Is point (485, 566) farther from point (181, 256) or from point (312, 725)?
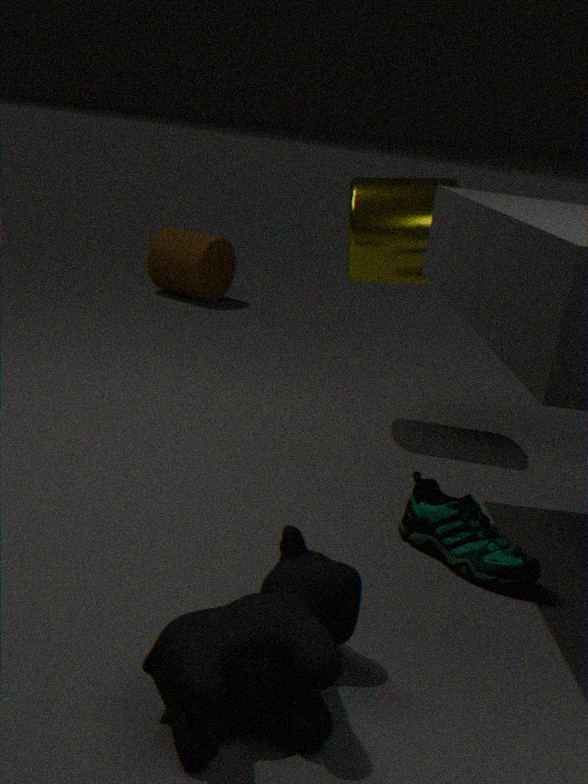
point (181, 256)
